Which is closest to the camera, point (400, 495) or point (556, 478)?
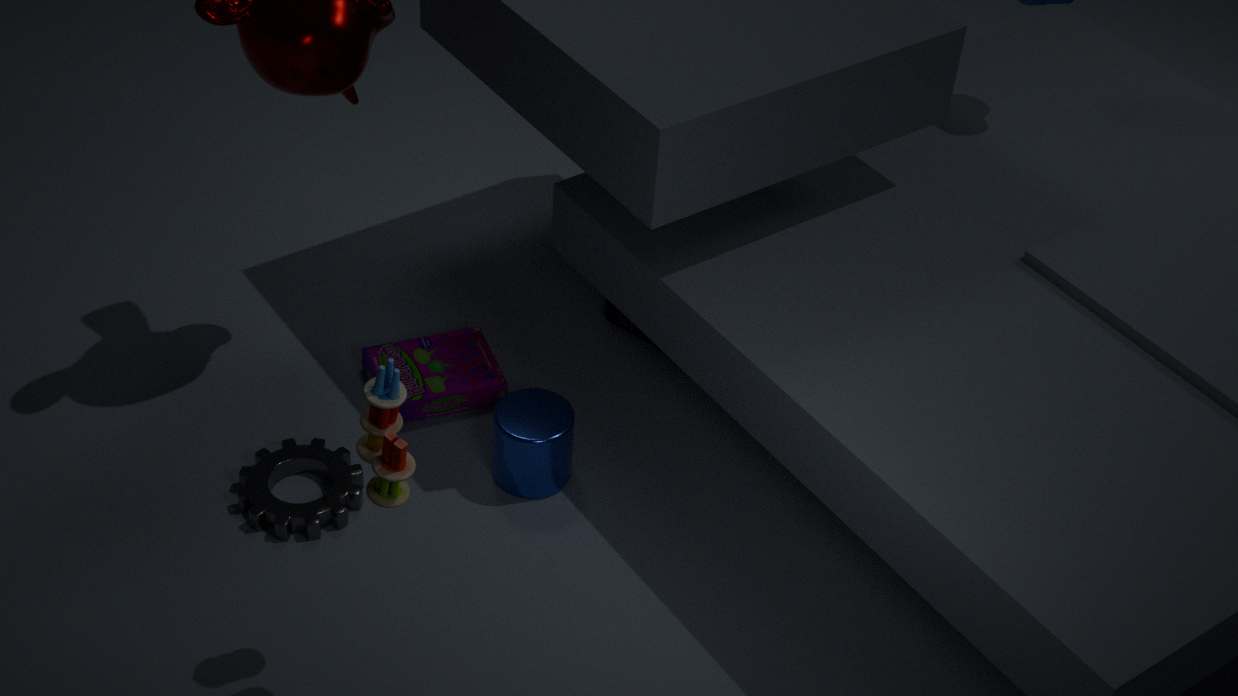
point (400, 495)
